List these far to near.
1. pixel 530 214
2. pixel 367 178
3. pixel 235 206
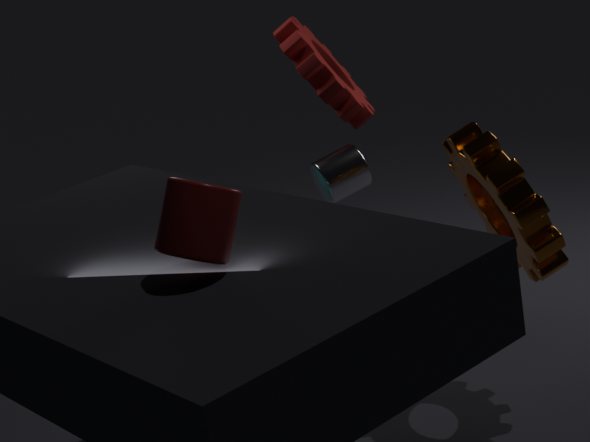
pixel 367 178, pixel 530 214, pixel 235 206
